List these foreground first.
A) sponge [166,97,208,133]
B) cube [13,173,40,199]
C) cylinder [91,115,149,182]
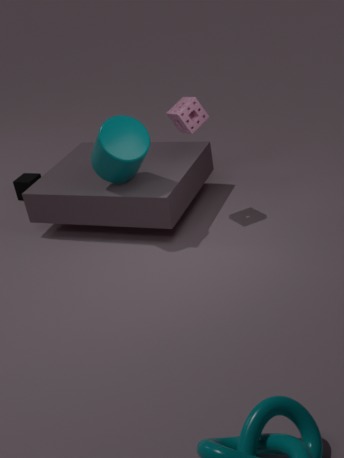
cylinder [91,115,149,182], sponge [166,97,208,133], cube [13,173,40,199]
